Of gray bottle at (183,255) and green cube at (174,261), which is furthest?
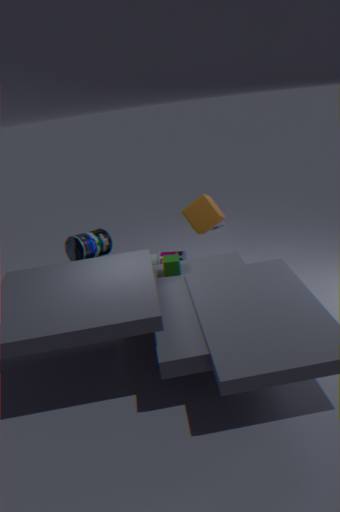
gray bottle at (183,255)
